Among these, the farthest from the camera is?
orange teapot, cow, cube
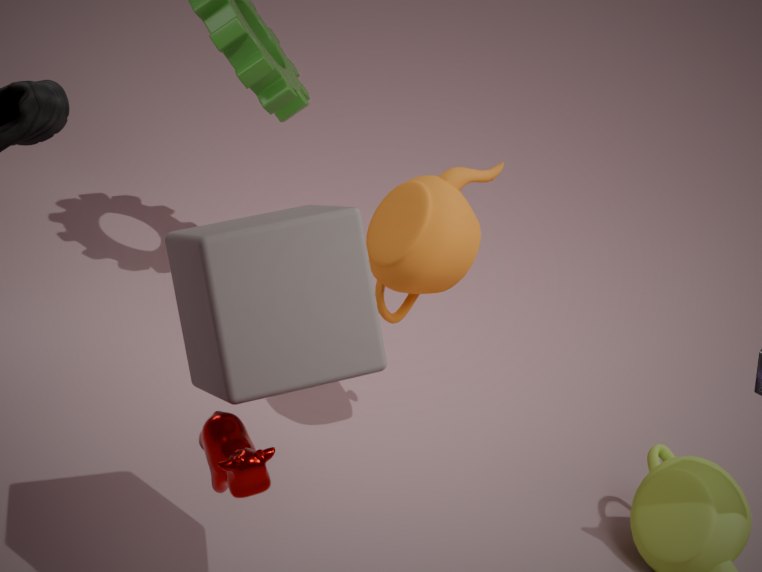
orange teapot
